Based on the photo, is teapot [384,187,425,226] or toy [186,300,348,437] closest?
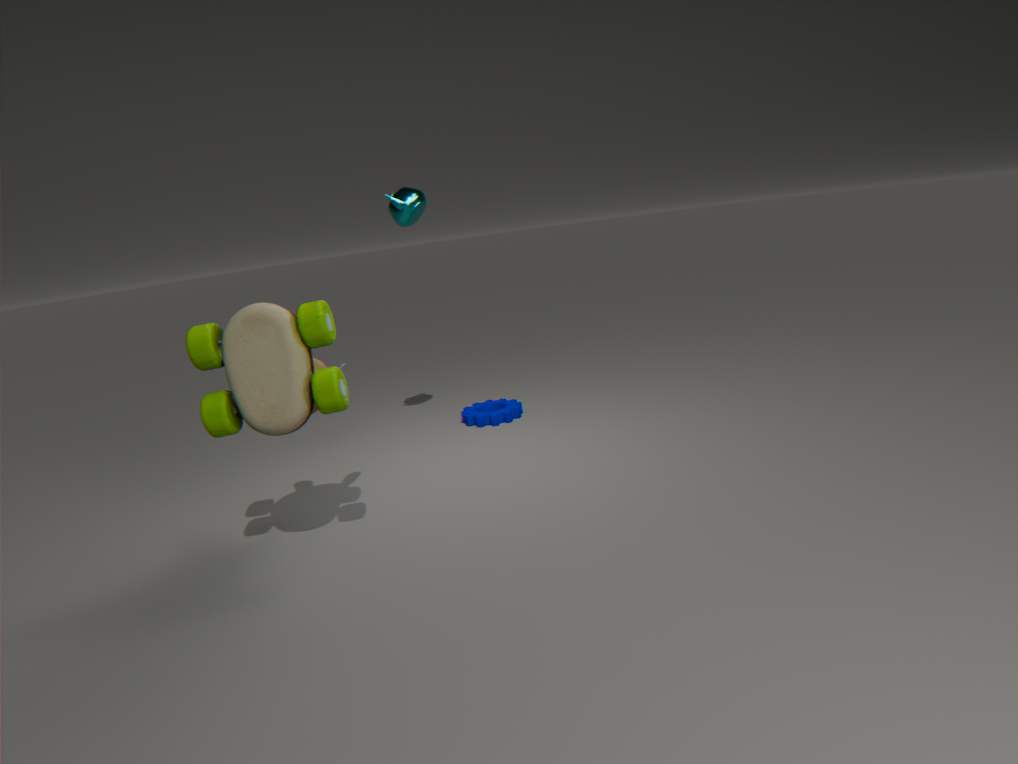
toy [186,300,348,437]
